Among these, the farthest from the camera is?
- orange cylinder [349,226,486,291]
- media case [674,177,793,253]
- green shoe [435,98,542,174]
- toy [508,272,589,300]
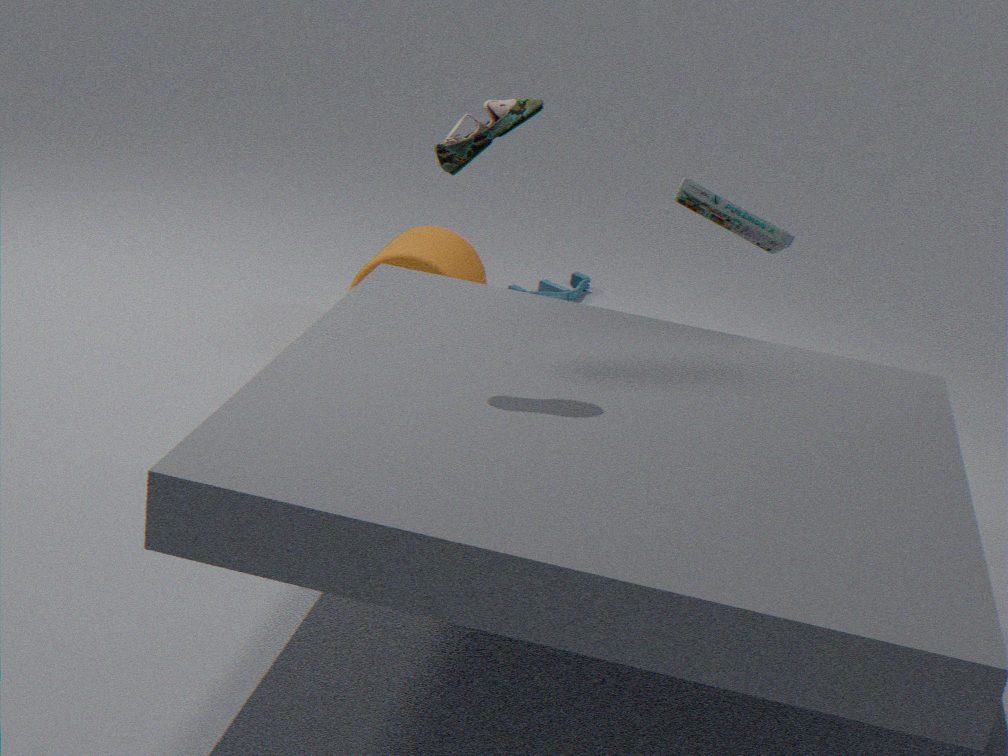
toy [508,272,589,300]
